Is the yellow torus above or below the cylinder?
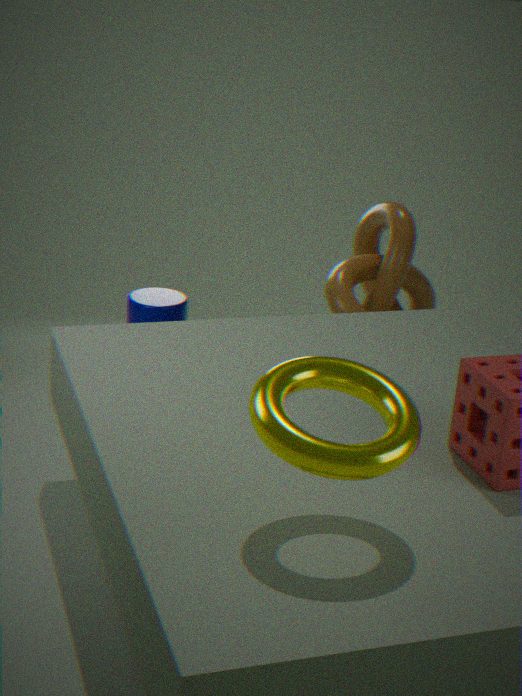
above
